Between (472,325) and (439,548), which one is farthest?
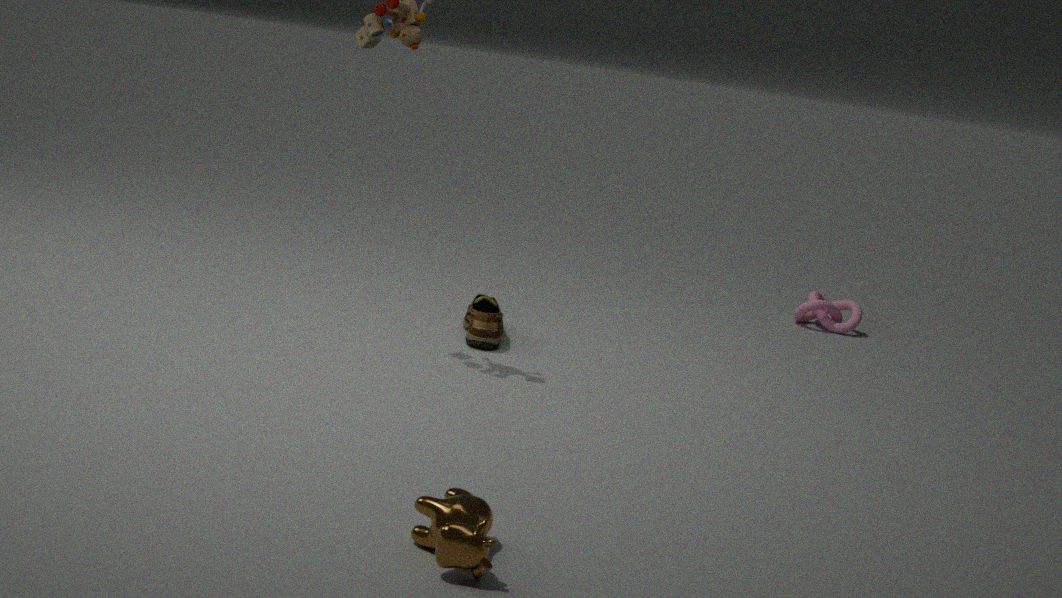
(472,325)
